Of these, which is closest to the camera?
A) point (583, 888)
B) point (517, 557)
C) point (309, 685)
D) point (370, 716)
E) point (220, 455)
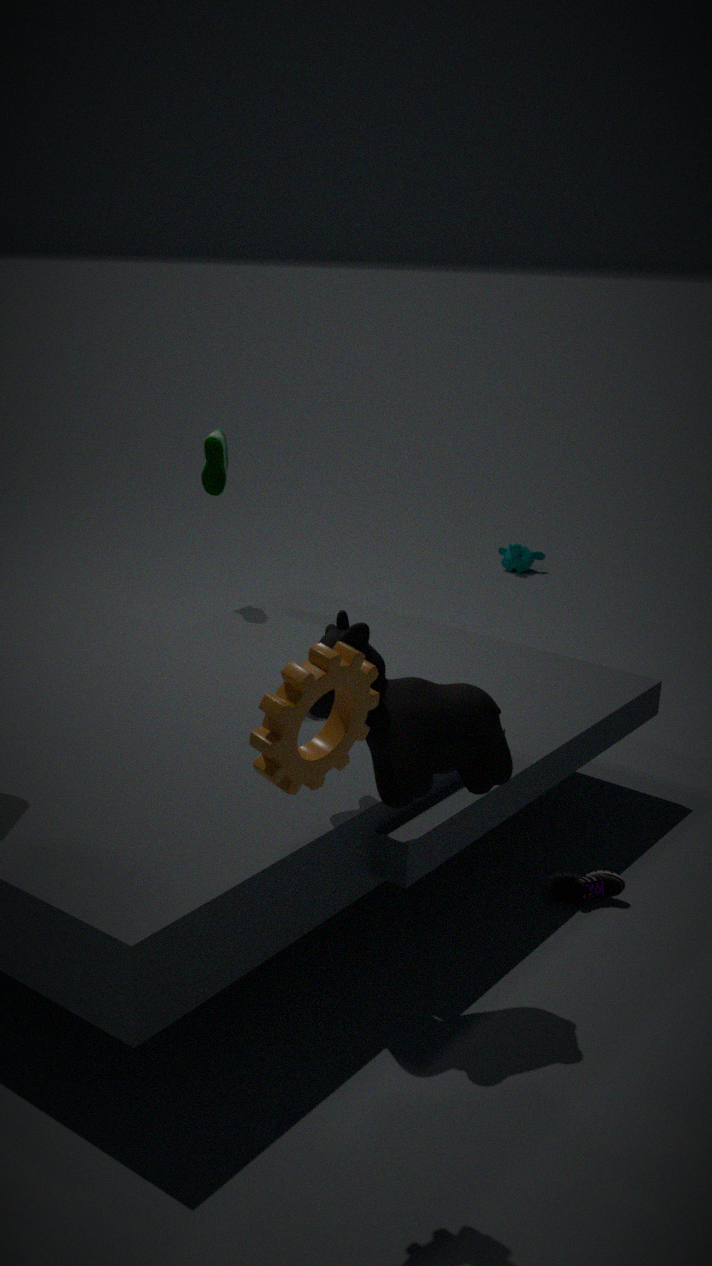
point (309, 685)
